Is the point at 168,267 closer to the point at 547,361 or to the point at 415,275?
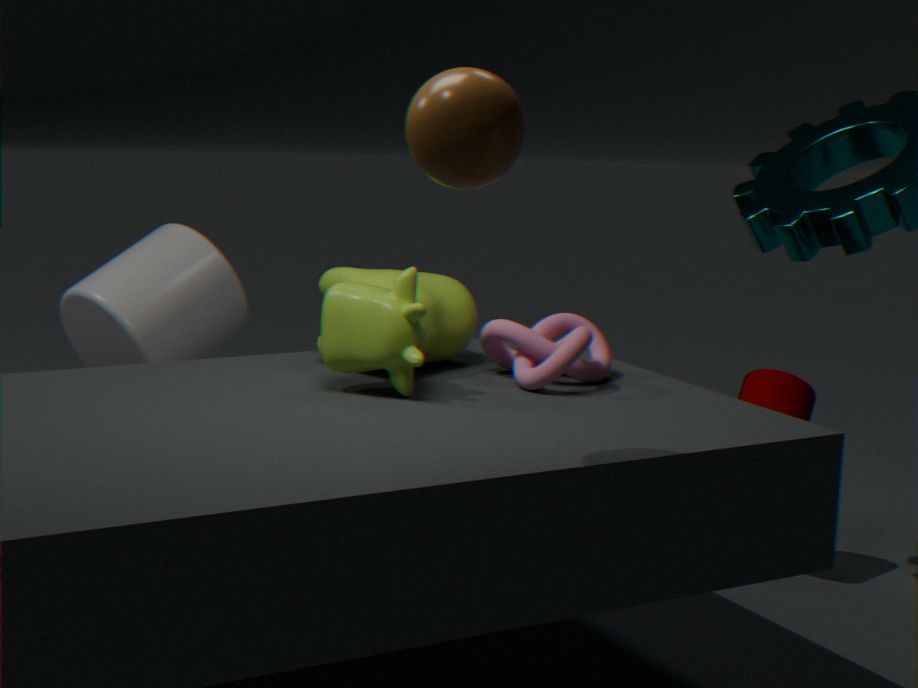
the point at 415,275
